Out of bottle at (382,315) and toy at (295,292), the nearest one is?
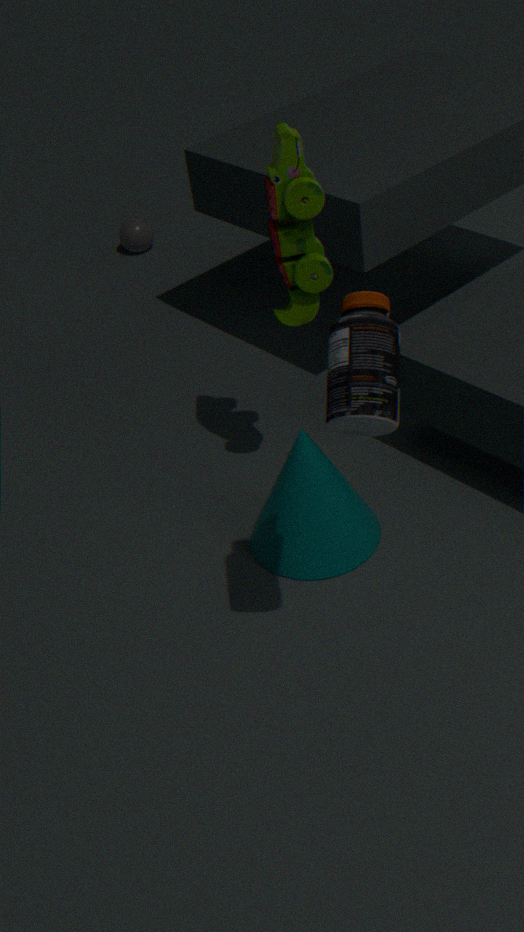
bottle at (382,315)
